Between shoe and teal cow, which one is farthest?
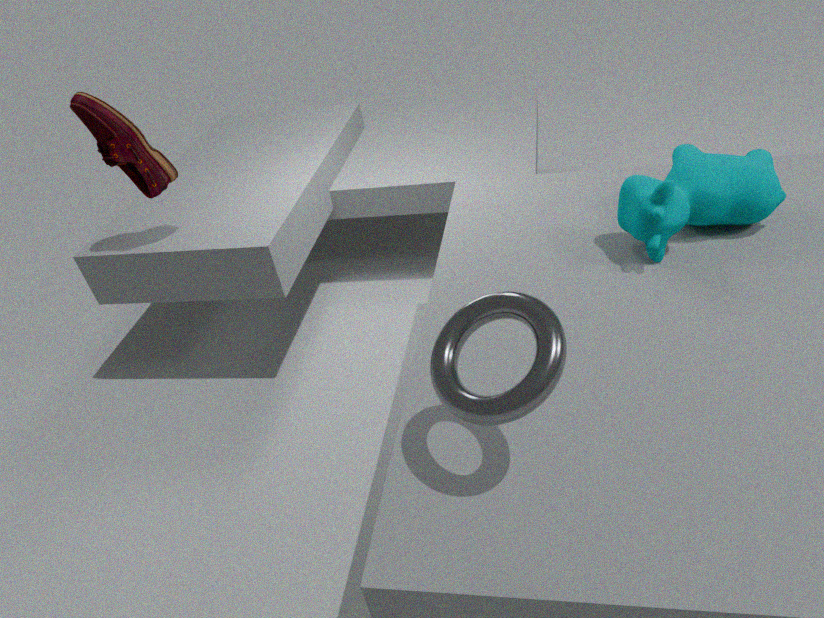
shoe
